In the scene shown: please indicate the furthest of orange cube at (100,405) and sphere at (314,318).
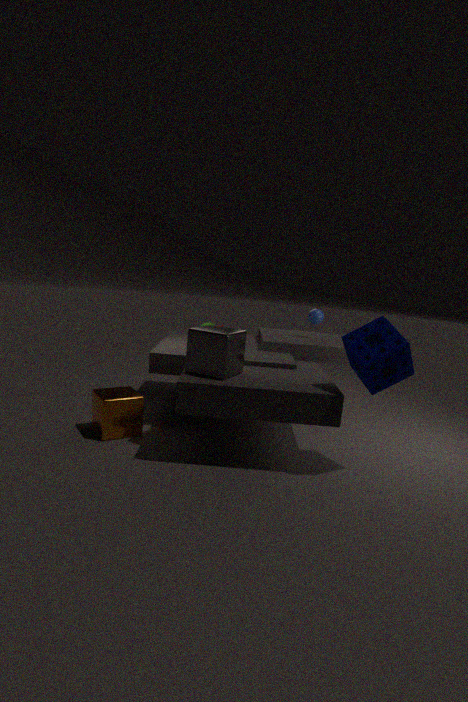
sphere at (314,318)
